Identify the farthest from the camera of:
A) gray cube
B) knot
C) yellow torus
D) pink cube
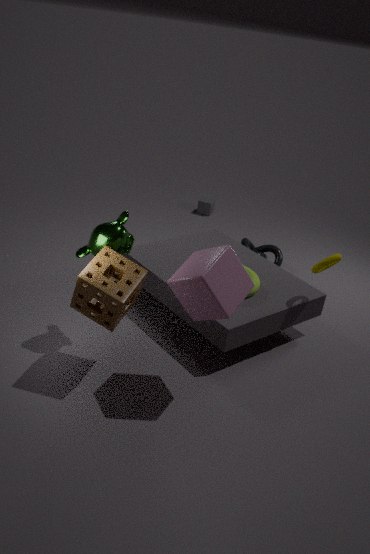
gray cube
